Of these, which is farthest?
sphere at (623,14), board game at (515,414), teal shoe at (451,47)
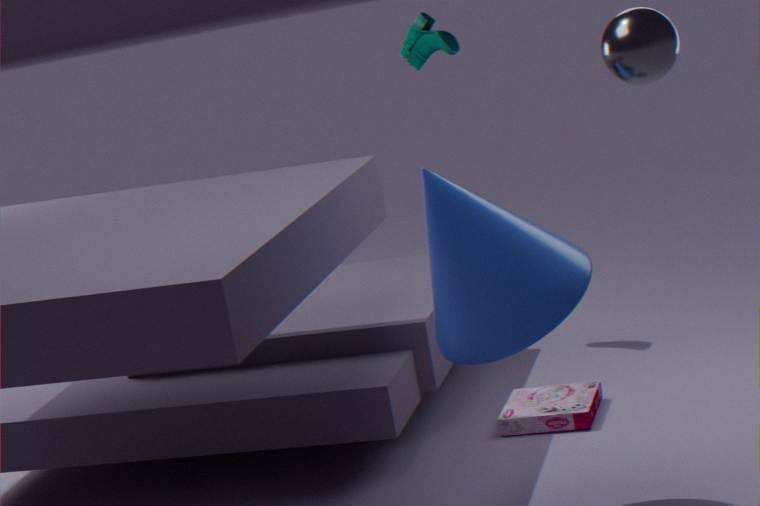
teal shoe at (451,47)
